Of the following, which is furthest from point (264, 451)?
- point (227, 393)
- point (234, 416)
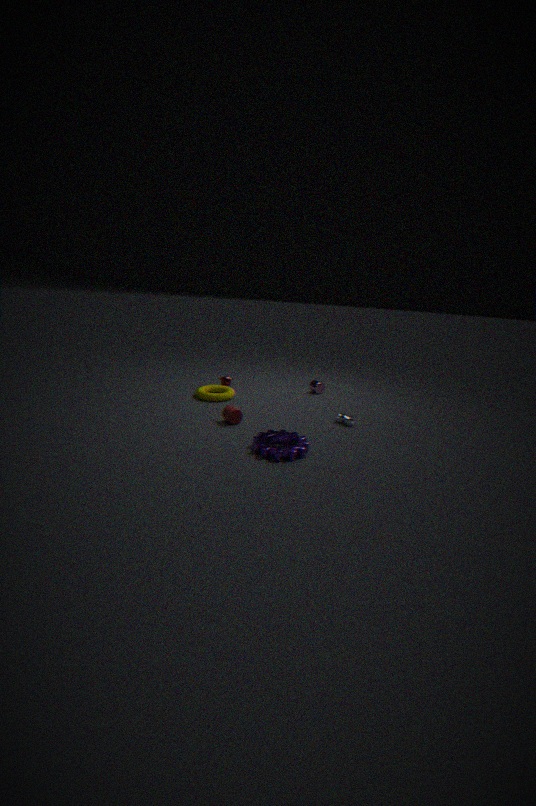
point (227, 393)
